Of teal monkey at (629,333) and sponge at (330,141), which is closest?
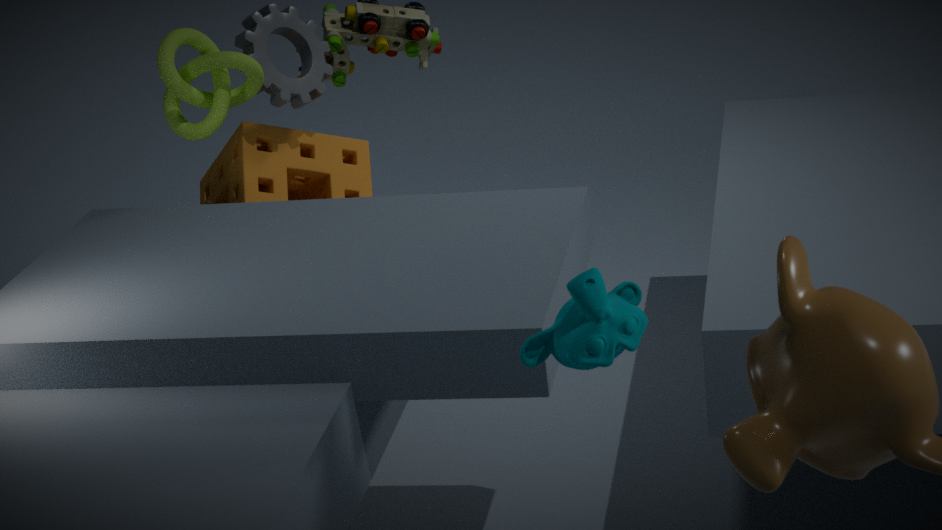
teal monkey at (629,333)
